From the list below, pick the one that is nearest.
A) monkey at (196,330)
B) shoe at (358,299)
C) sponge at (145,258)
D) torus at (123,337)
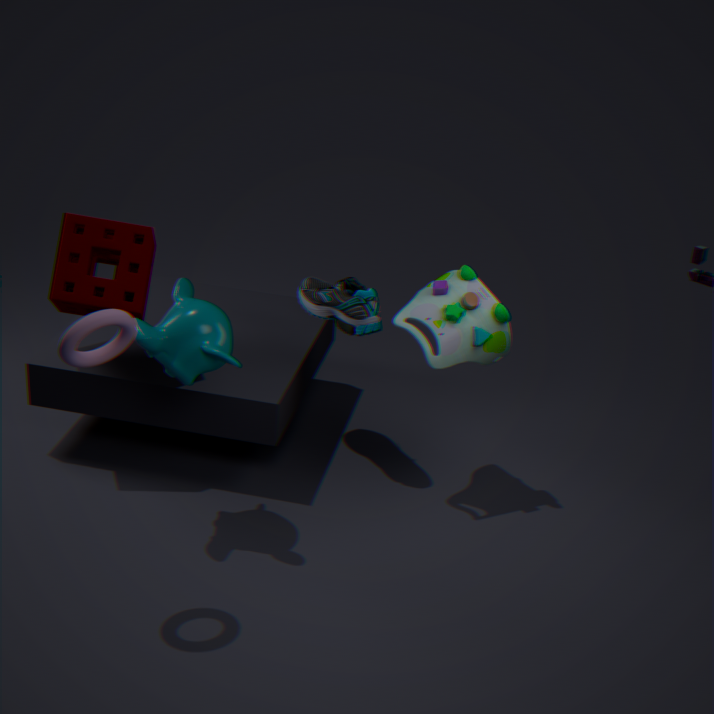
torus at (123,337)
